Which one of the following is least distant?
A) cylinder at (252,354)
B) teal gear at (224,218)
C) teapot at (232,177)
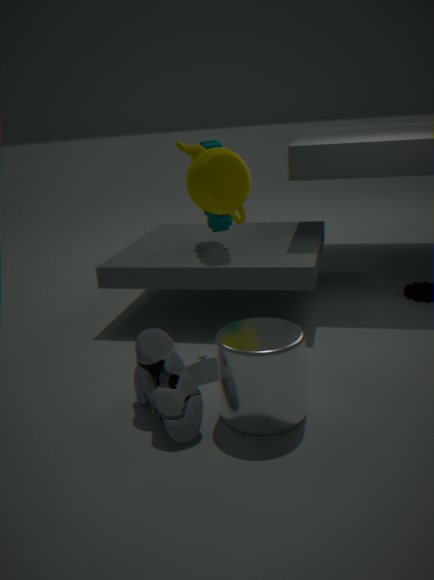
cylinder at (252,354)
